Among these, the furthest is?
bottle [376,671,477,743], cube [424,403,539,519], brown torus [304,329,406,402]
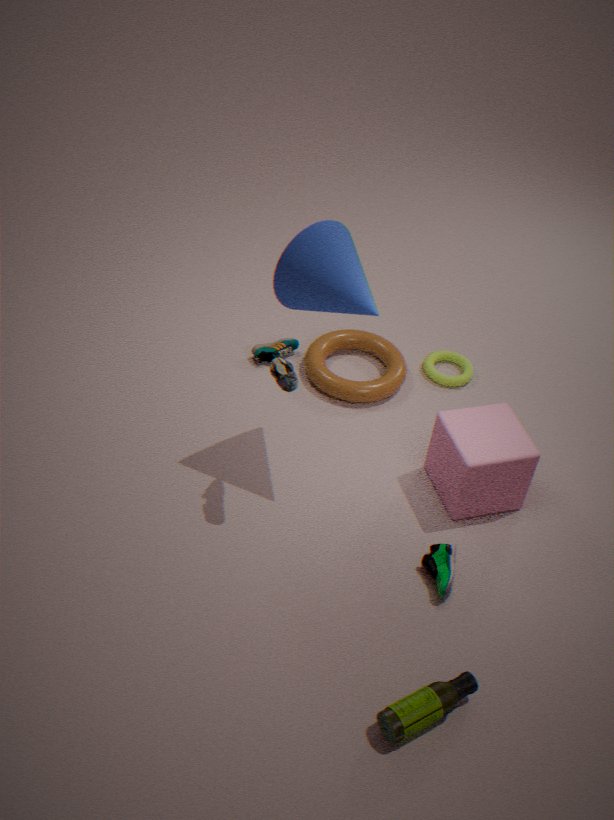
brown torus [304,329,406,402]
